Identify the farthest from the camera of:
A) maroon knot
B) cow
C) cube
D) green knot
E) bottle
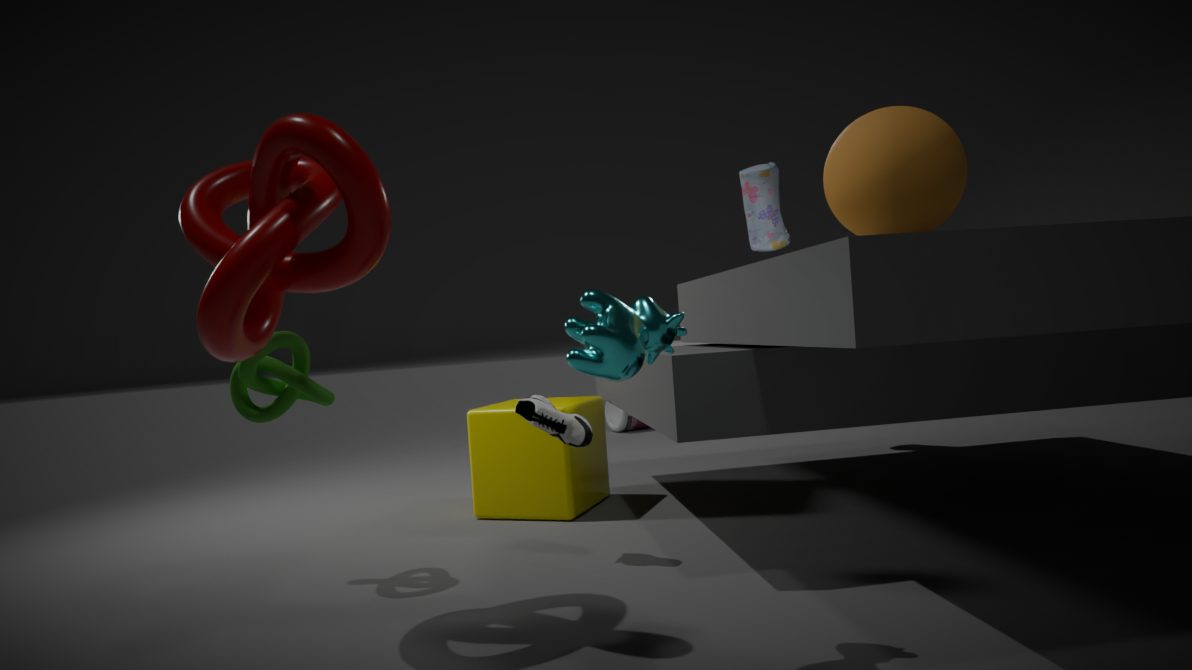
bottle
